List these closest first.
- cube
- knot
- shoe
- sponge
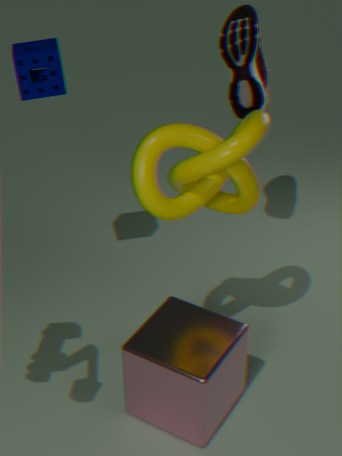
knot → cube → sponge → shoe
